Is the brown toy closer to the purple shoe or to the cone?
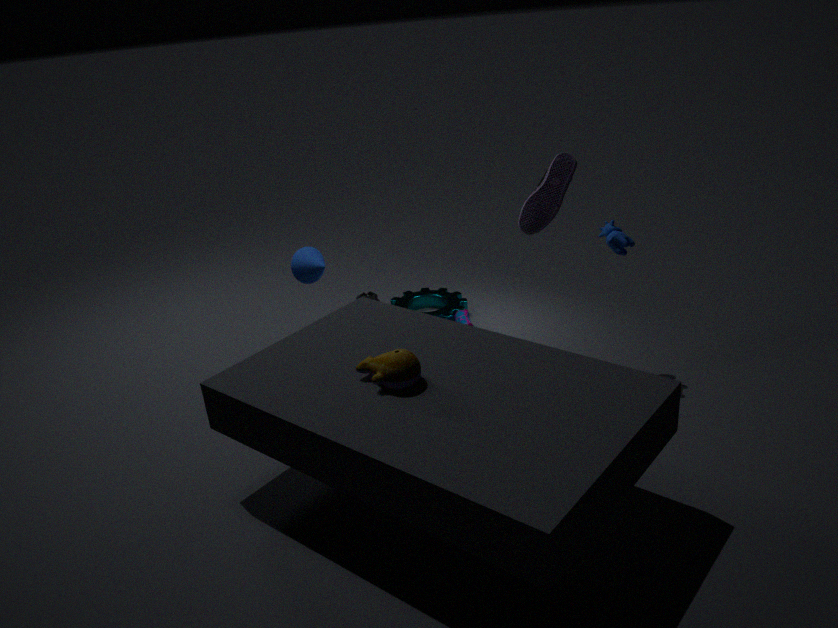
the cone
